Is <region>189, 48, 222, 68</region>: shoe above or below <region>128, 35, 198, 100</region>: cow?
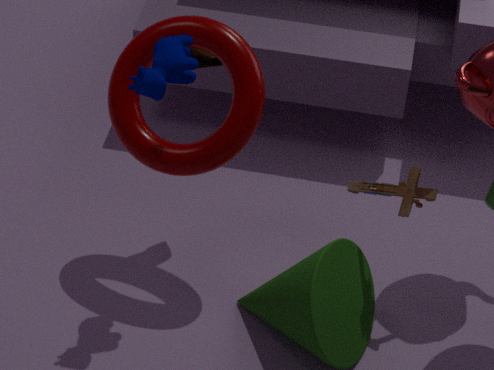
below
